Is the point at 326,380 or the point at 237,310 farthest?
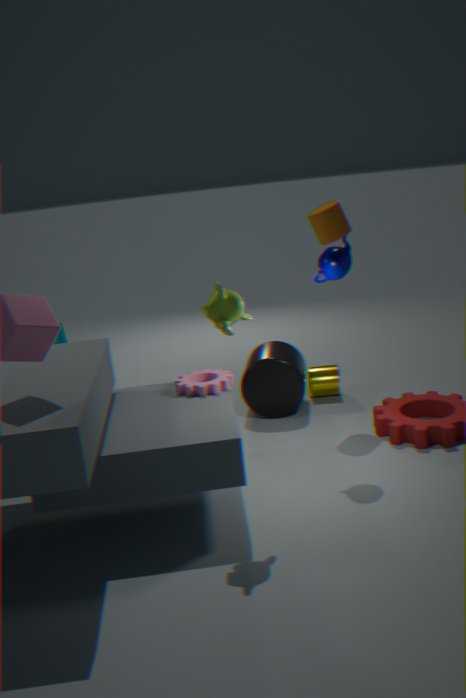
the point at 326,380
